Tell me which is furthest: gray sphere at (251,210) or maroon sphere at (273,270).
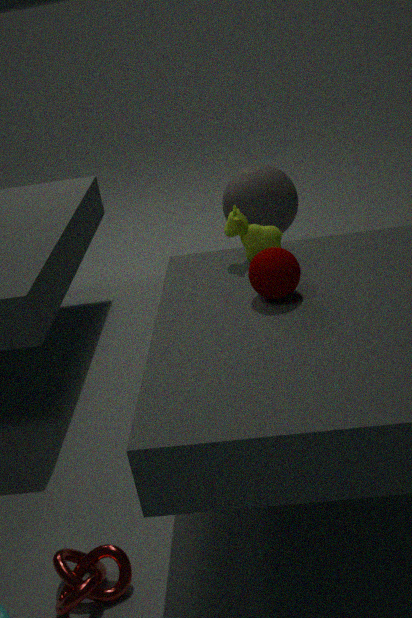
gray sphere at (251,210)
